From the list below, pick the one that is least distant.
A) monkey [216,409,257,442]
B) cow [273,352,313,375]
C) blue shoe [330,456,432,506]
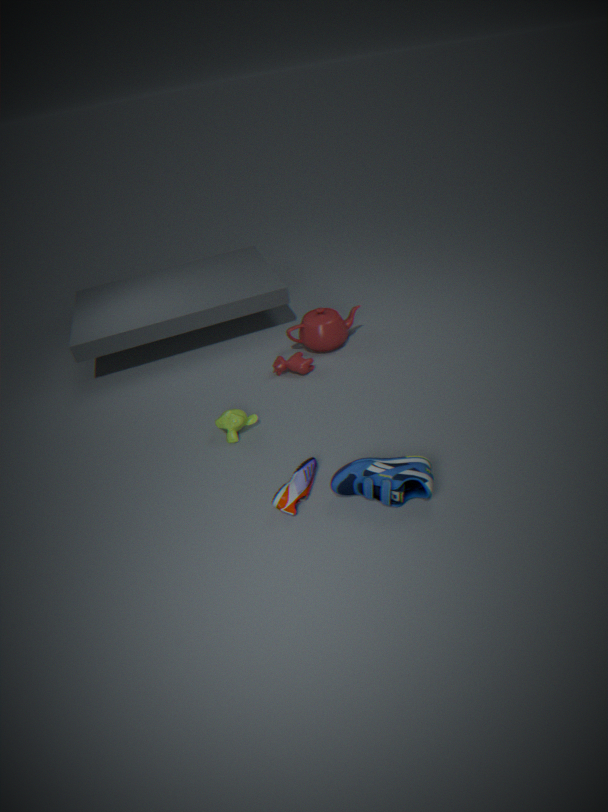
blue shoe [330,456,432,506]
